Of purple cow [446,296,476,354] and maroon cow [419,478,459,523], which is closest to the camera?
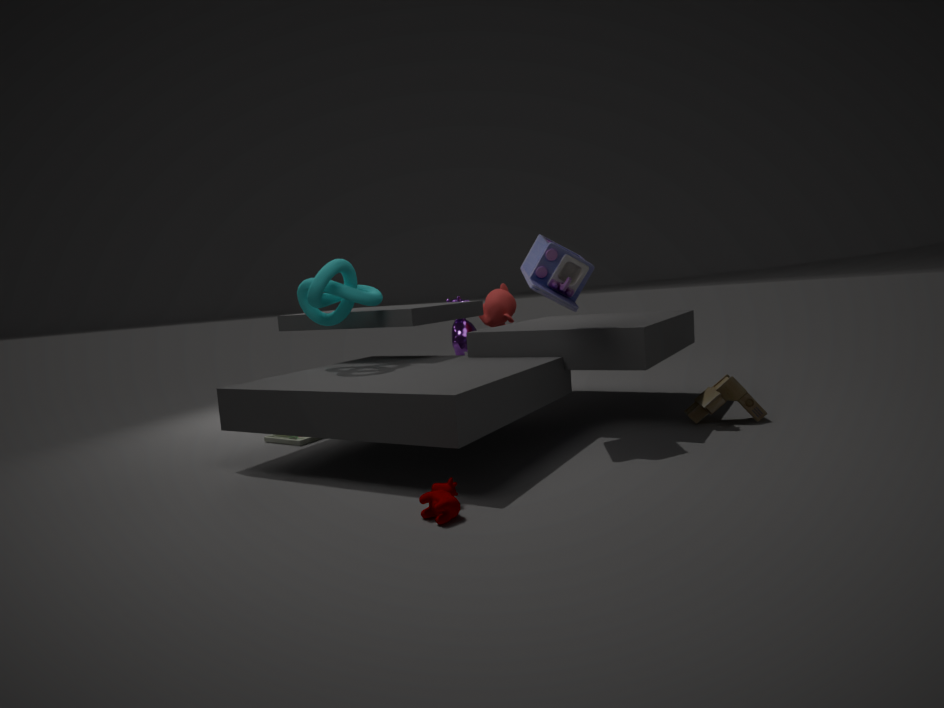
maroon cow [419,478,459,523]
